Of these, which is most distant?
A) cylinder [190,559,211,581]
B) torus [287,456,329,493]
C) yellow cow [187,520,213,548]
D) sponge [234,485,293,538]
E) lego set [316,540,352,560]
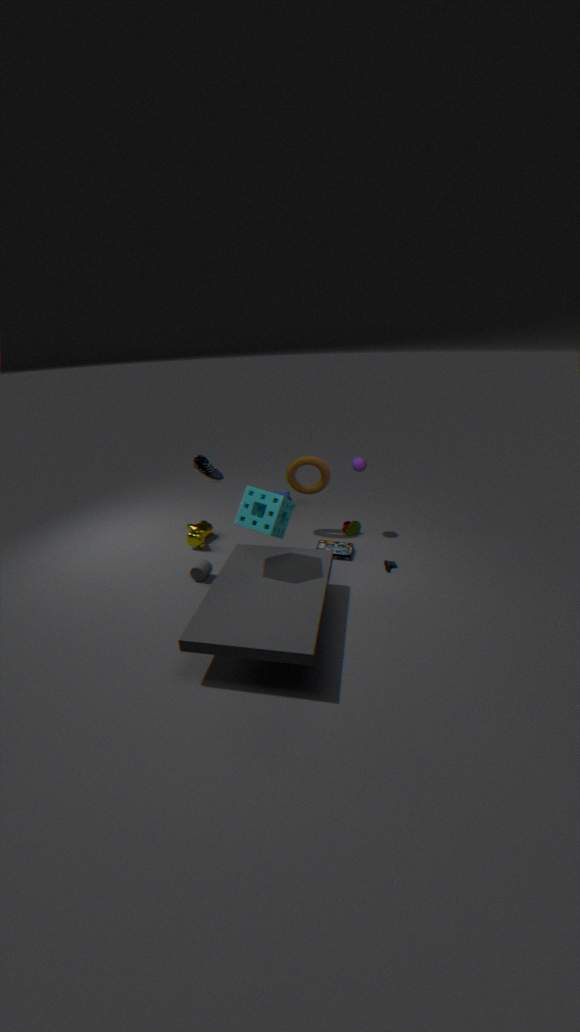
yellow cow [187,520,213,548]
